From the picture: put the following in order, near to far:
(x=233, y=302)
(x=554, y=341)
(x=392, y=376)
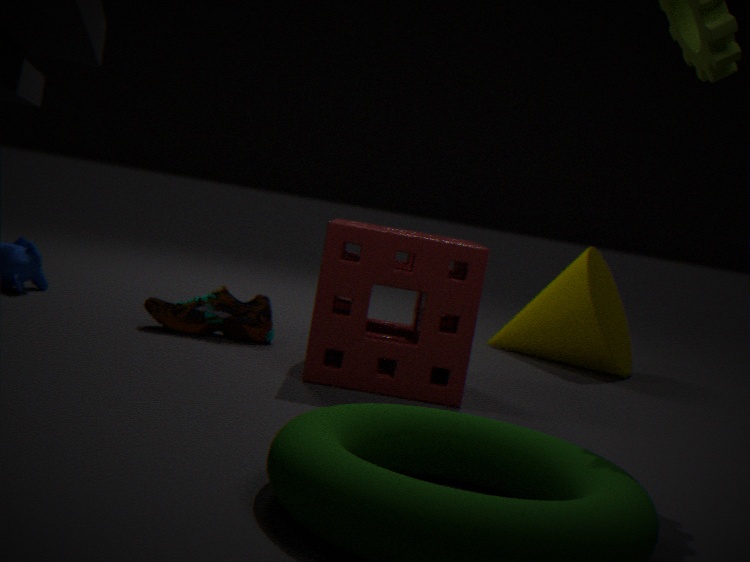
(x=392, y=376)
(x=233, y=302)
(x=554, y=341)
